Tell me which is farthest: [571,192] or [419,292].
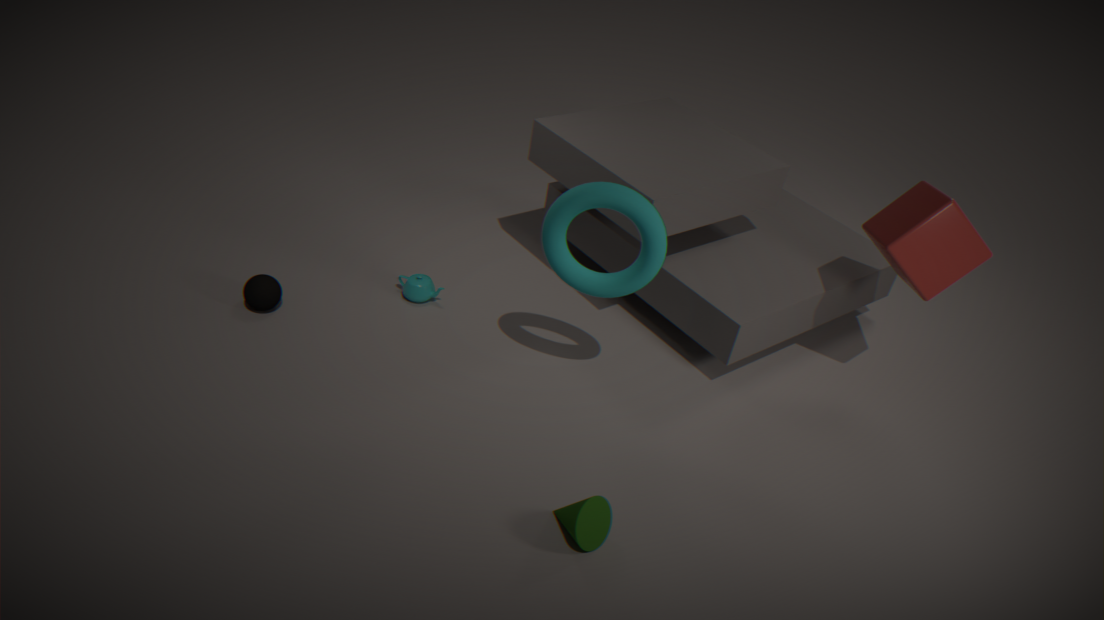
[419,292]
